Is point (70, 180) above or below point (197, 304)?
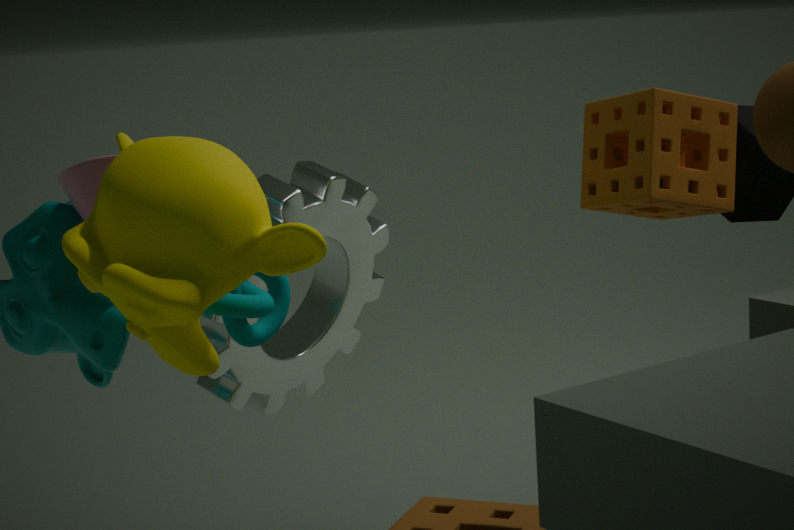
above
